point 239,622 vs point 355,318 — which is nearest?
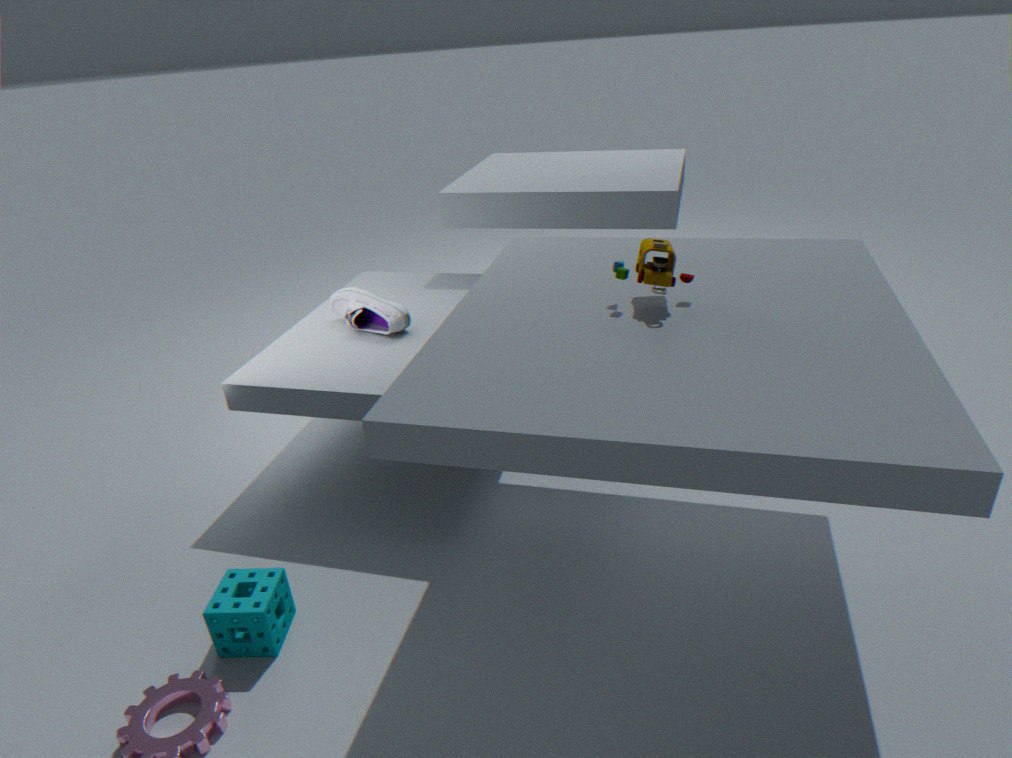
point 239,622
